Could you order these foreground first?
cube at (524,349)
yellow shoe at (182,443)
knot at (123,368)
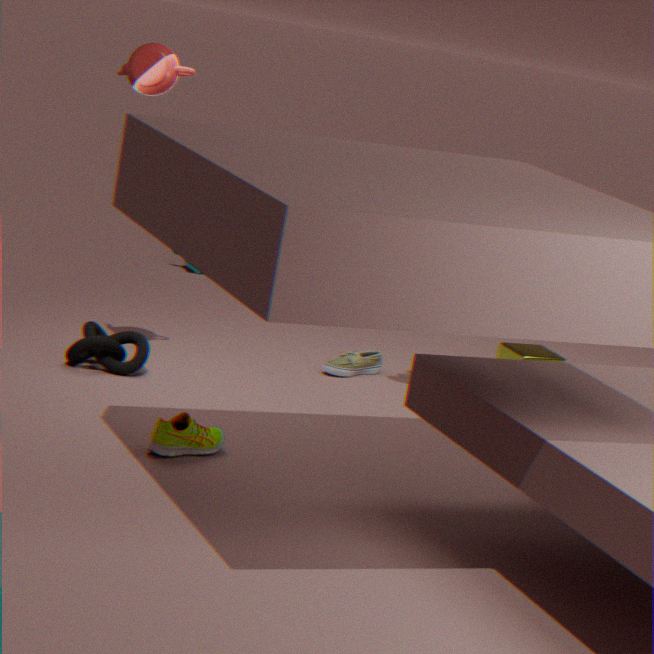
yellow shoe at (182,443), knot at (123,368), cube at (524,349)
